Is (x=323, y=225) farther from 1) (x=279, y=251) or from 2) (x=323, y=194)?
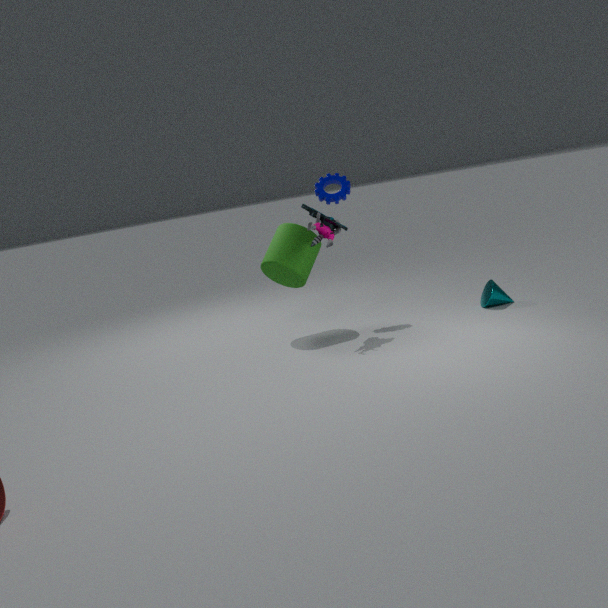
2) (x=323, y=194)
